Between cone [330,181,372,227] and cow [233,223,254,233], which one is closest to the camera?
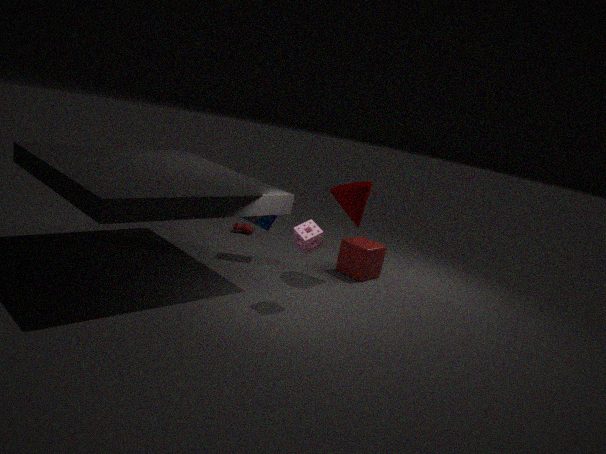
cone [330,181,372,227]
